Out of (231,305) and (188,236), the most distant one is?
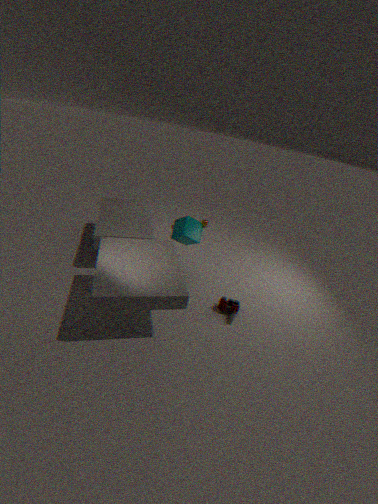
(188,236)
